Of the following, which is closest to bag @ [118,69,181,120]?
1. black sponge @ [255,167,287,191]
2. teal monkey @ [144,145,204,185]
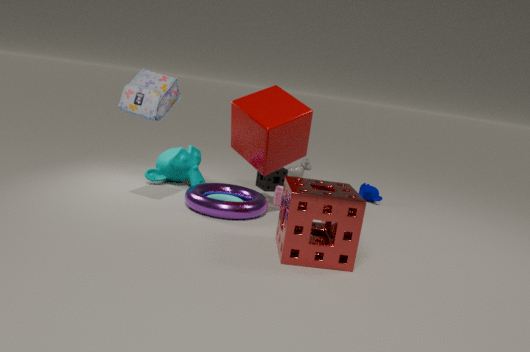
teal monkey @ [144,145,204,185]
